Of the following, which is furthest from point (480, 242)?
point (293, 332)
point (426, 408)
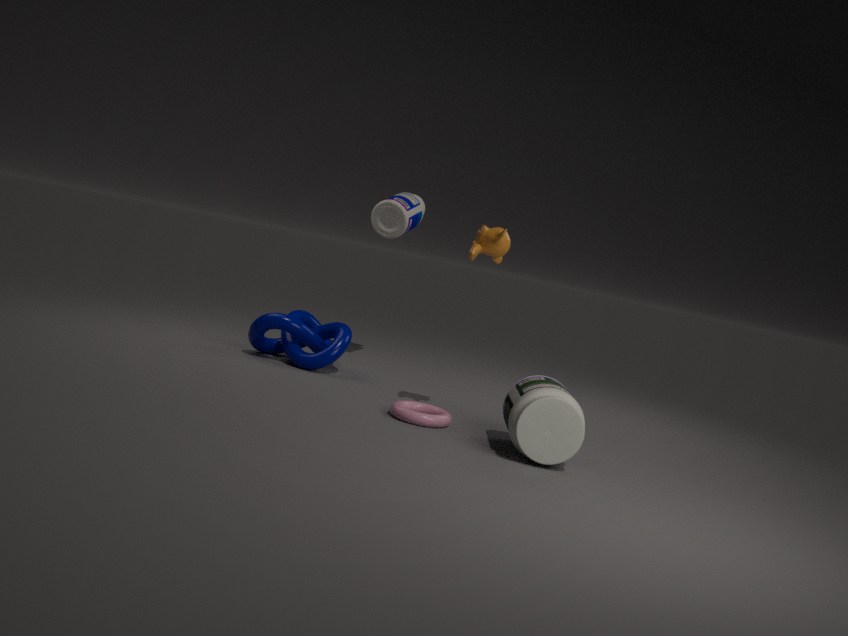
point (293, 332)
